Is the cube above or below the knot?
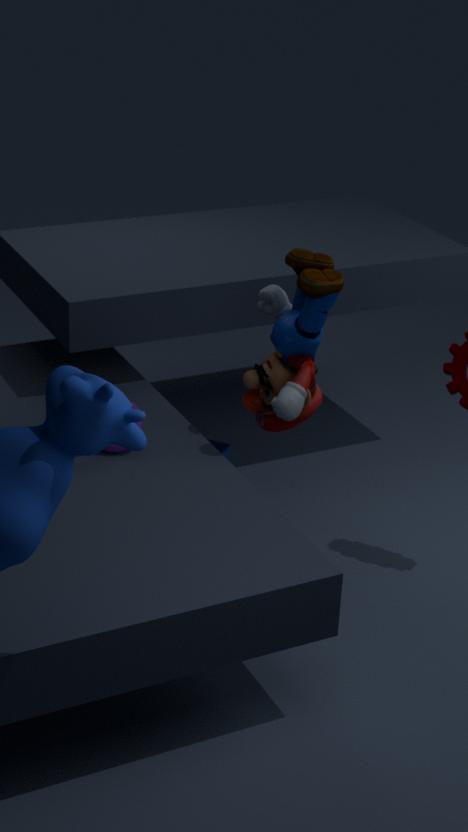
below
